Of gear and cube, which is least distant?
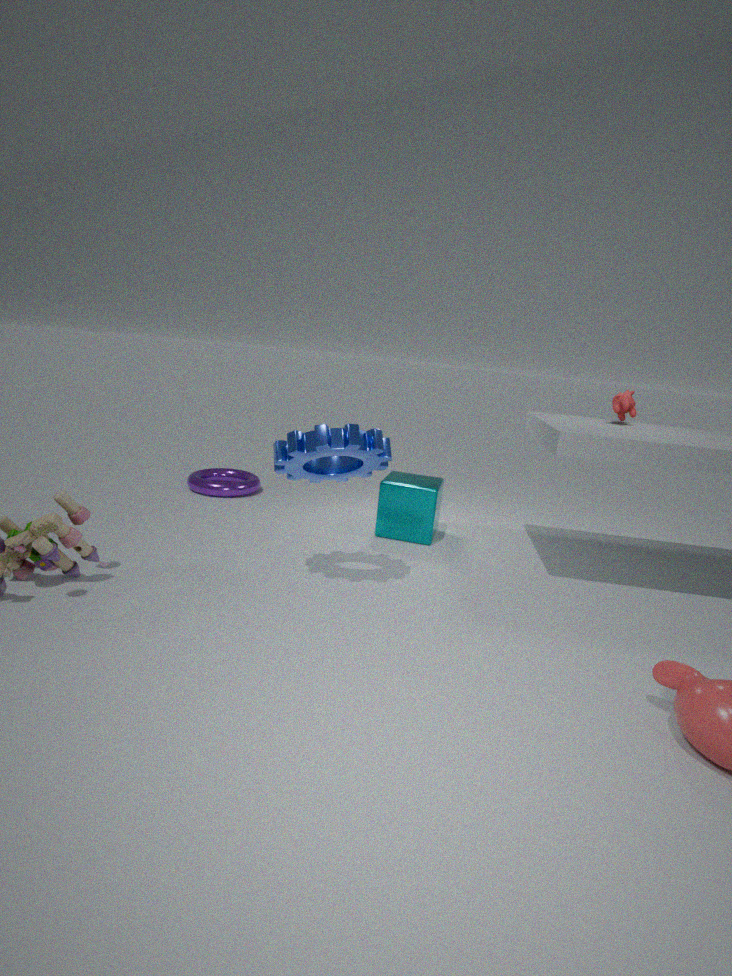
gear
